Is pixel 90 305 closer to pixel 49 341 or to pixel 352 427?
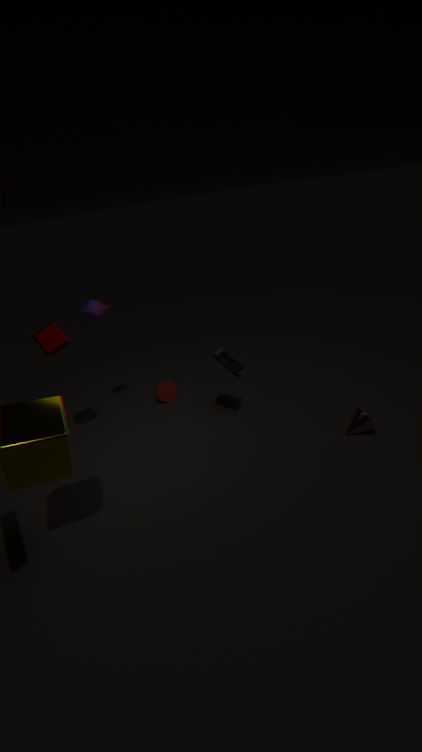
pixel 49 341
